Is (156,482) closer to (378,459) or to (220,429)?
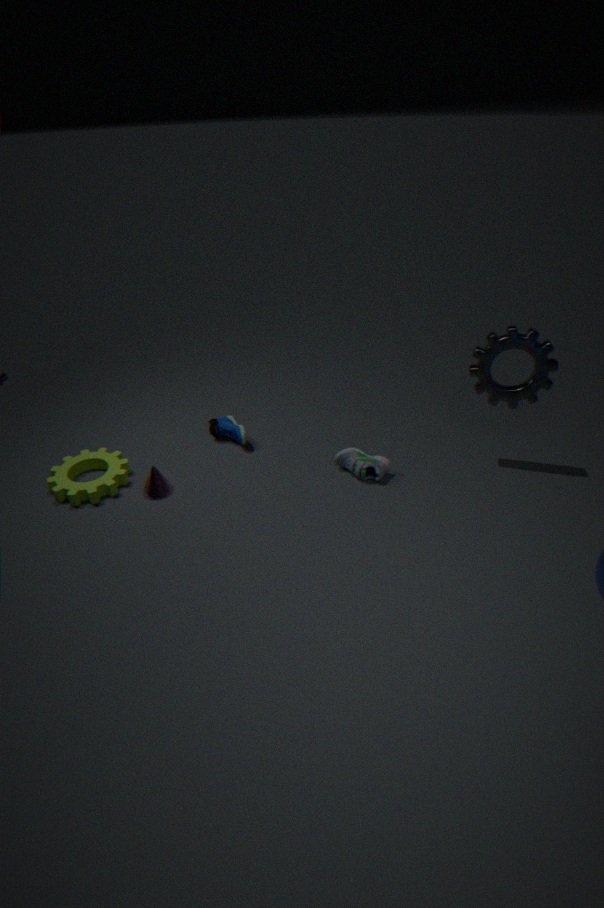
(220,429)
